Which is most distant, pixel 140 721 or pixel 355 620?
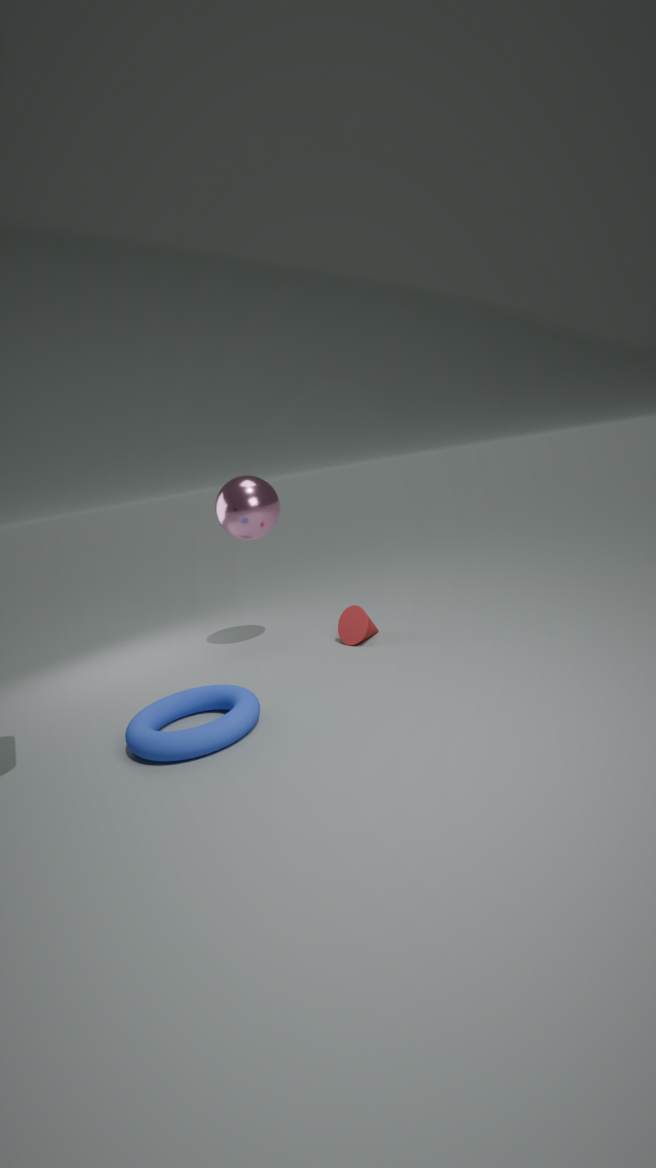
pixel 355 620
